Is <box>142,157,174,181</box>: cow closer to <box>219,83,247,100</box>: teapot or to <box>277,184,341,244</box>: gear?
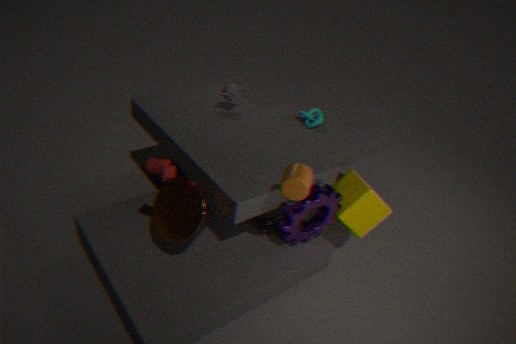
<box>277,184,341,244</box>: gear
